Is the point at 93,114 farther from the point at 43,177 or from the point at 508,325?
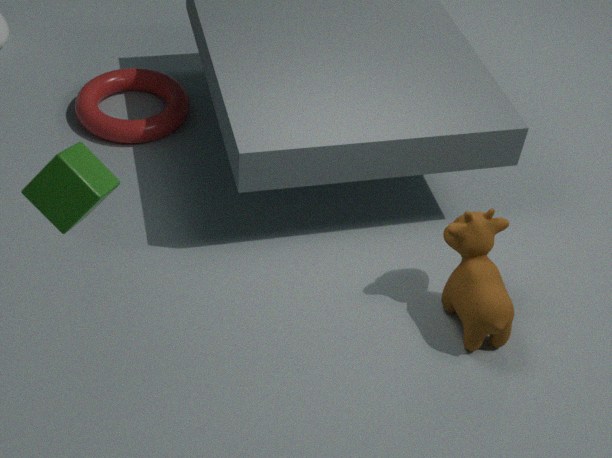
the point at 508,325
